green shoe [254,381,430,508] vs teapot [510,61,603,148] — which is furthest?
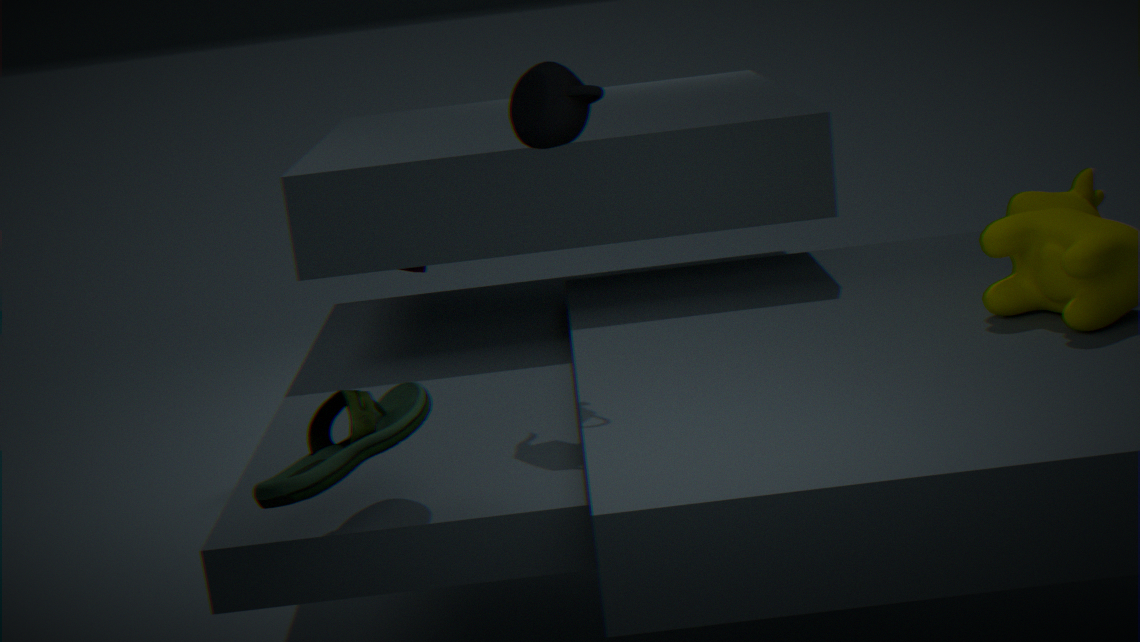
teapot [510,61,603,148]
